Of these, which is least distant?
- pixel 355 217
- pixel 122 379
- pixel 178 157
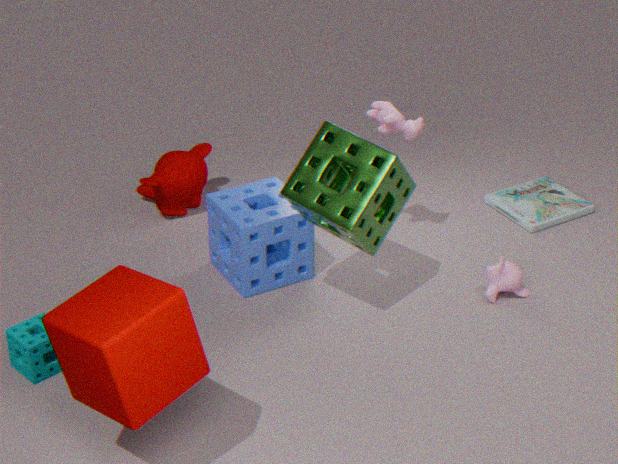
pixel 122 379
